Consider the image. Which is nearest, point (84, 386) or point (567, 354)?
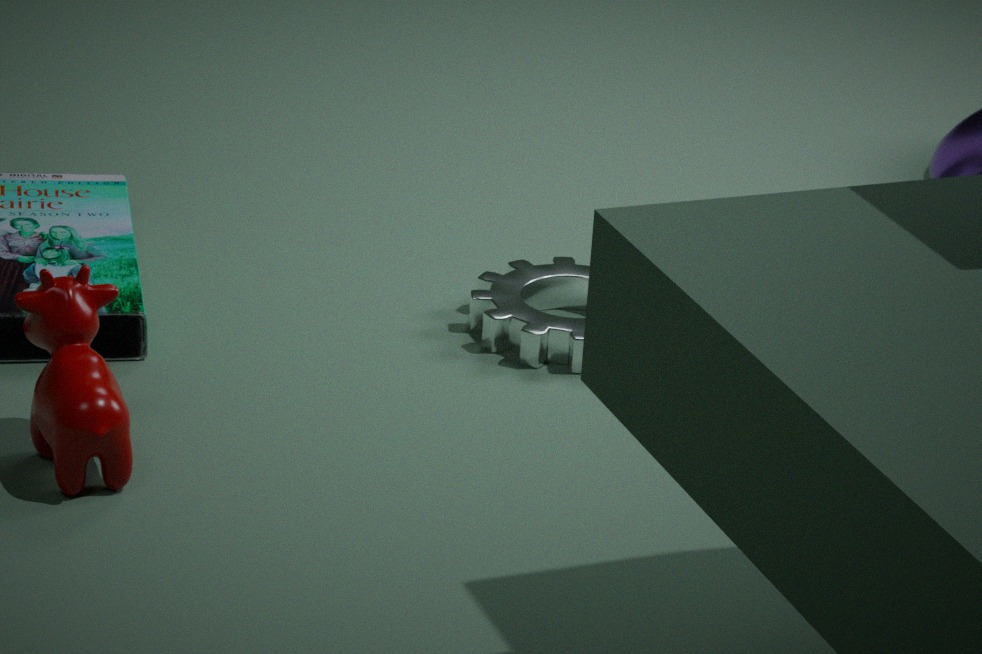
point (84, 386)
